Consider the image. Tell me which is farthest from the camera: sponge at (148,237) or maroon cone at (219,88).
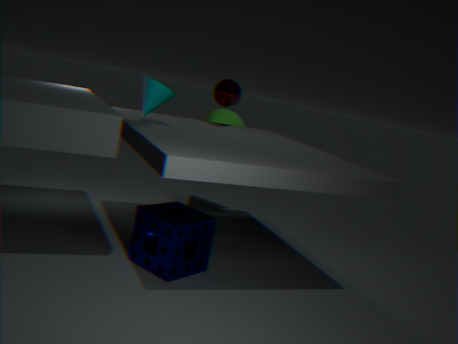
maroon cone at (219,88)
